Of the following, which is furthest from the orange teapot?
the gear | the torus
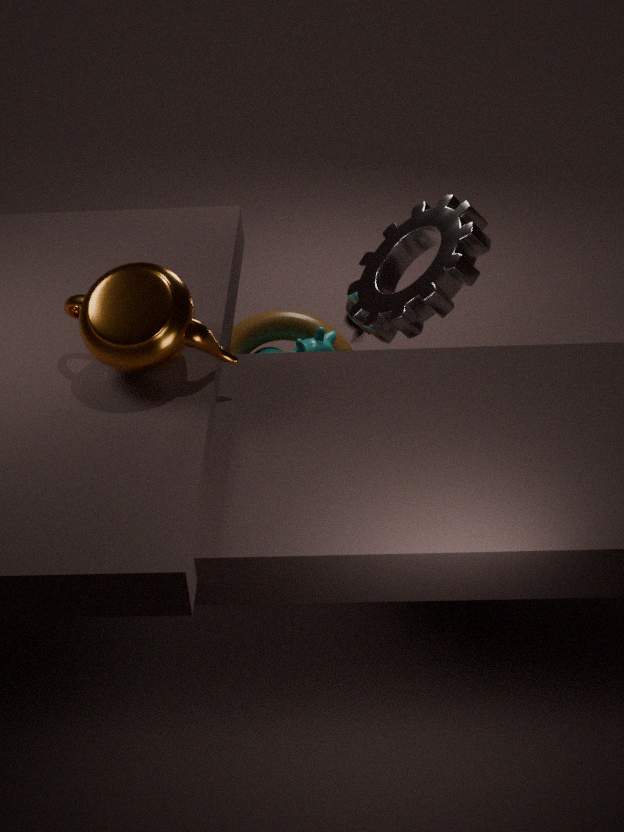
the torus
